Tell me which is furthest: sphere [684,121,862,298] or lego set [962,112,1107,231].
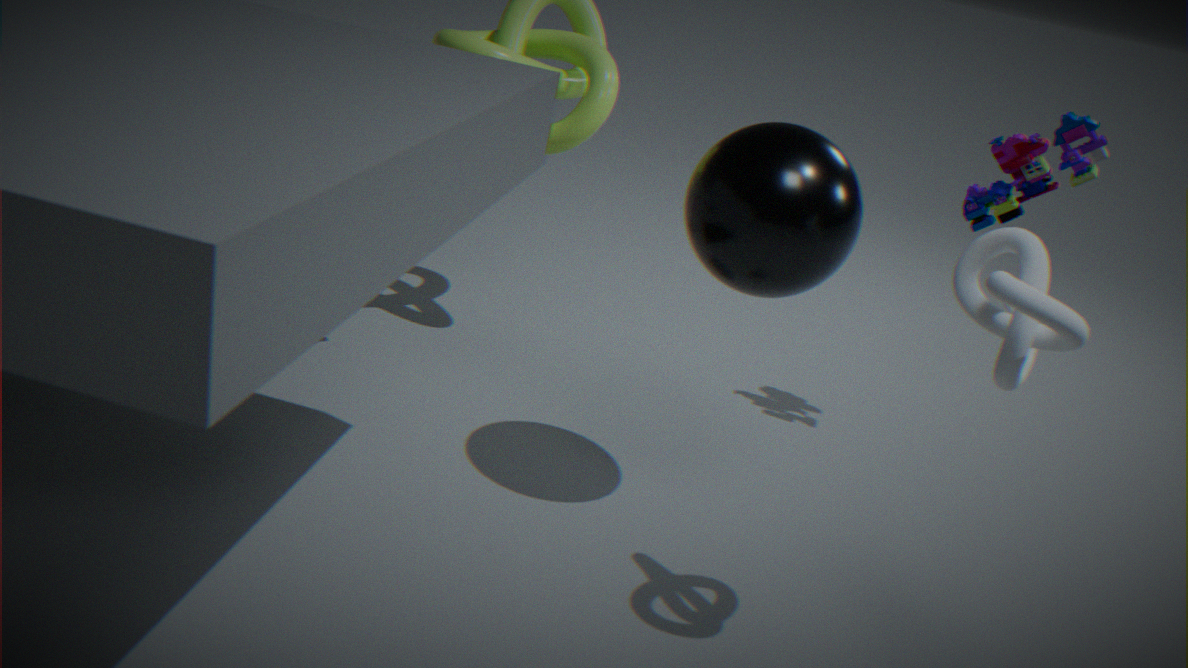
lego set [962,112,1107,231]
